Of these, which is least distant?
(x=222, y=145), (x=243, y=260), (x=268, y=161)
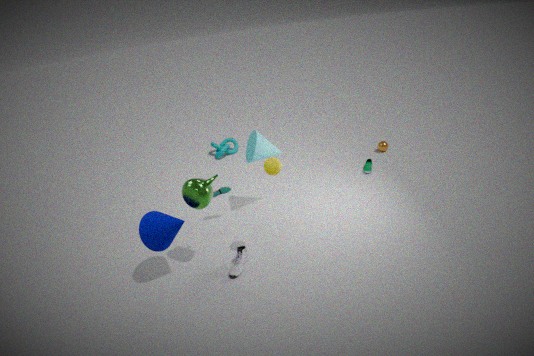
(x=268, y=161)
